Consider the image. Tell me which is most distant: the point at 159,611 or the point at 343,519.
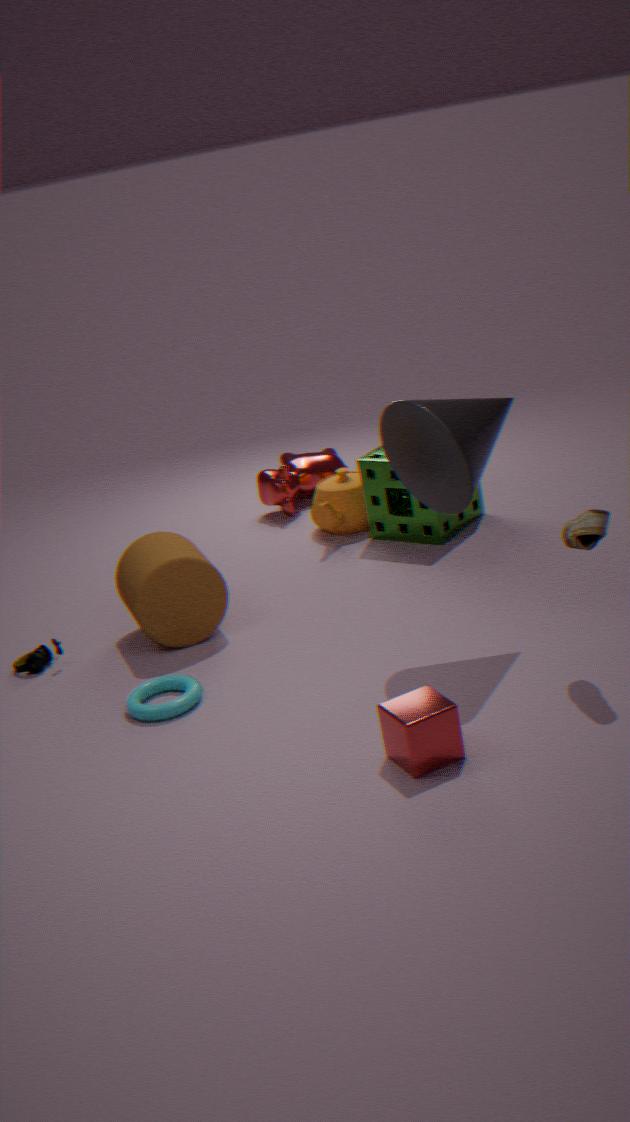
the point at 343,519
